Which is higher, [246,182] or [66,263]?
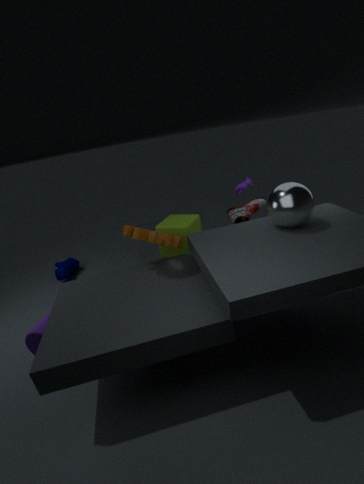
[246,182]
